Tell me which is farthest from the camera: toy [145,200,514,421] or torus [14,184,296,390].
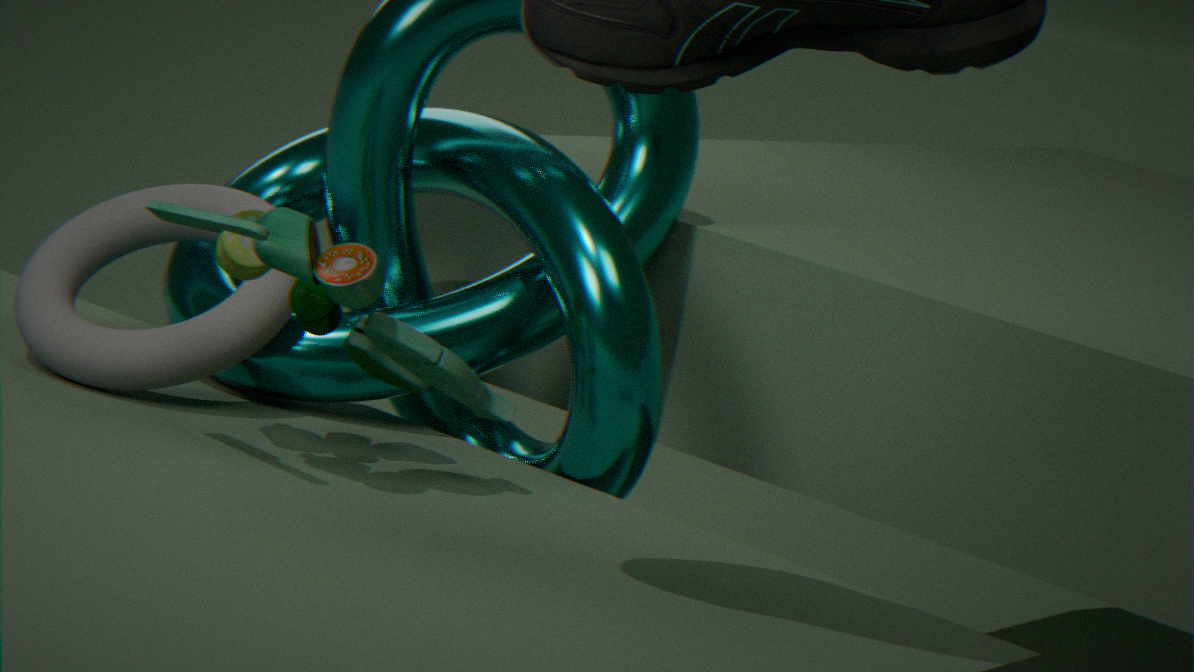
torus [14,184,296,390]
